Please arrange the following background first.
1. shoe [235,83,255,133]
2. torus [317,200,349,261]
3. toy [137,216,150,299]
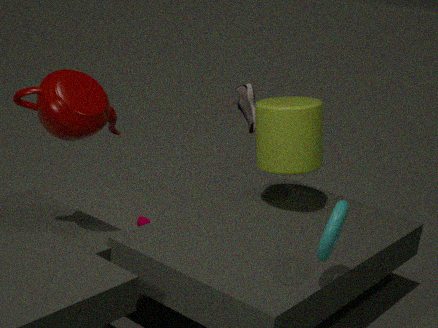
shoe [235,83,255,133] → toy [137,216,150,299] → torus [317,200,349,261]
